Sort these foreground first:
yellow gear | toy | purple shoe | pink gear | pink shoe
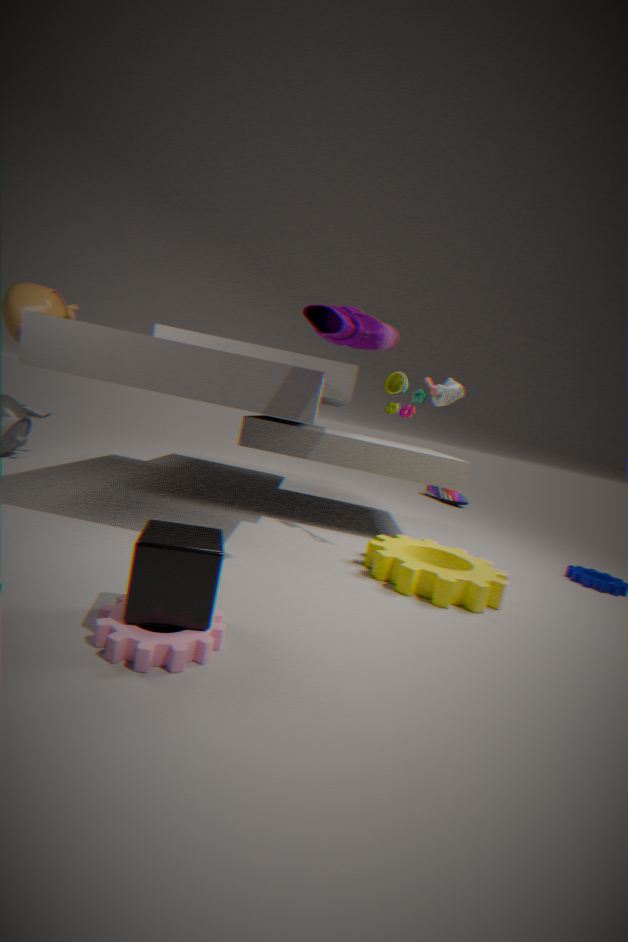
pink gear, purple shoe, yellow gear, toy, pink shoe
